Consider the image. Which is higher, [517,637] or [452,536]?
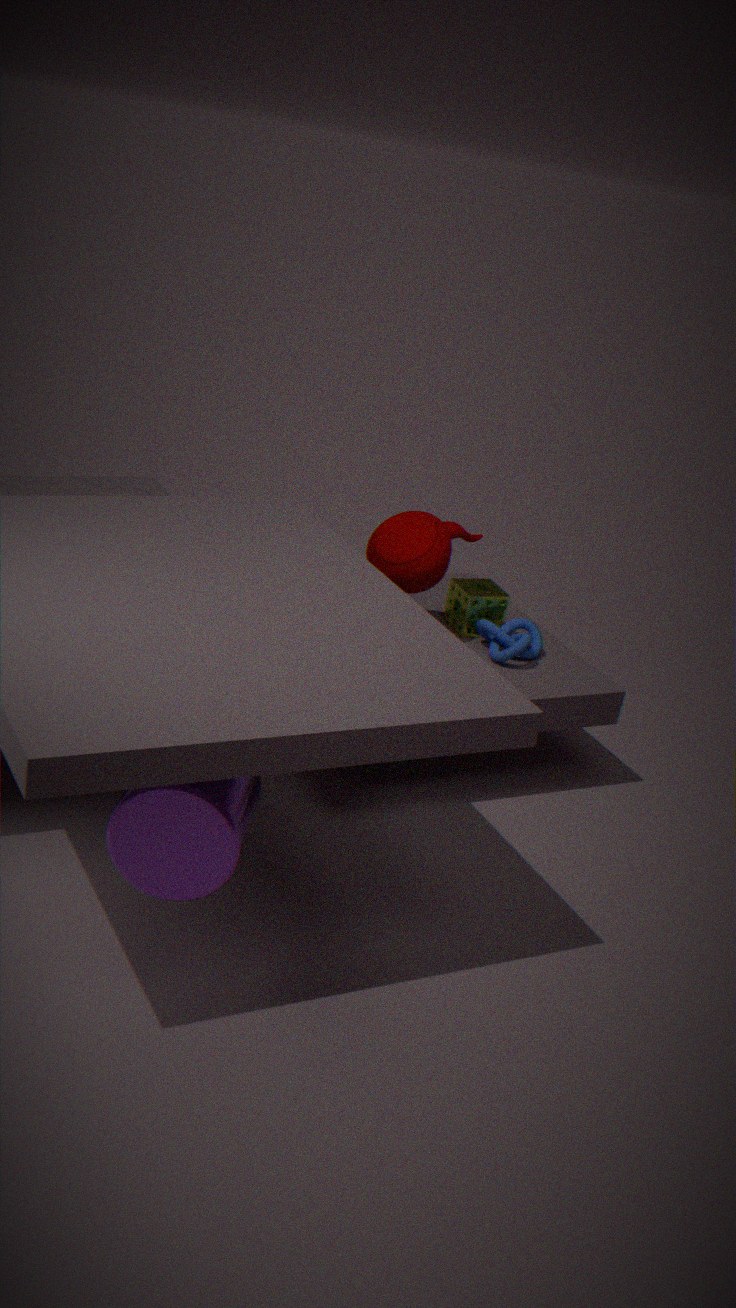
[452,536]
